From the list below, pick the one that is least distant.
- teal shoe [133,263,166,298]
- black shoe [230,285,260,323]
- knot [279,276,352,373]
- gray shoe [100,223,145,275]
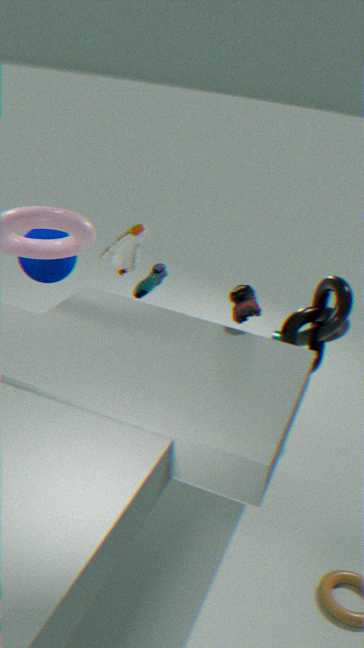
black shoe [230,285,260,323]
